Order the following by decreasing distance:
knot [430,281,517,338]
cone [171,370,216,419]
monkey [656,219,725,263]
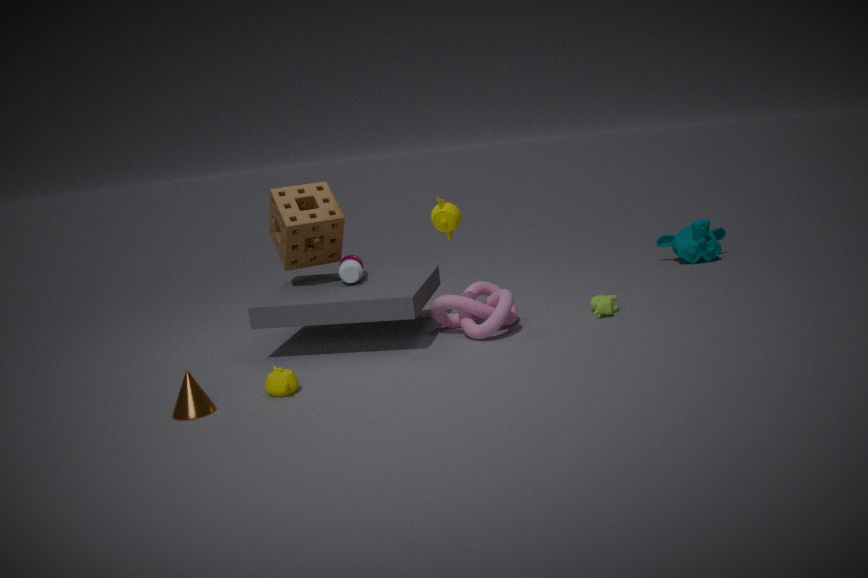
monkey [656,219,725,263] < knot [430,281,517,338] < cone [171,370,216,419]
